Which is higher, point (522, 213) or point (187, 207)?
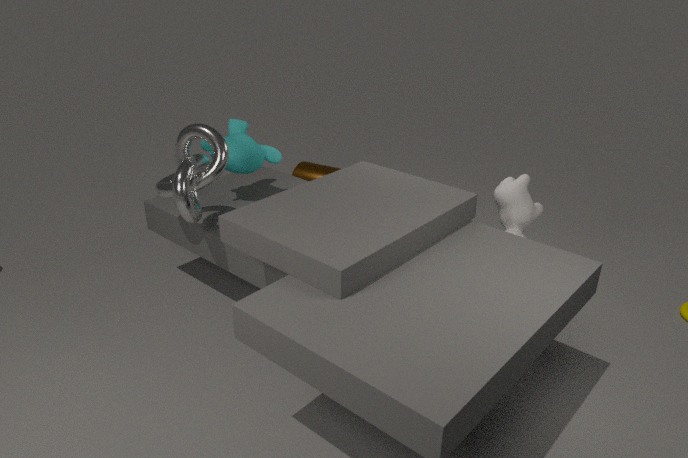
point (187, 207)
